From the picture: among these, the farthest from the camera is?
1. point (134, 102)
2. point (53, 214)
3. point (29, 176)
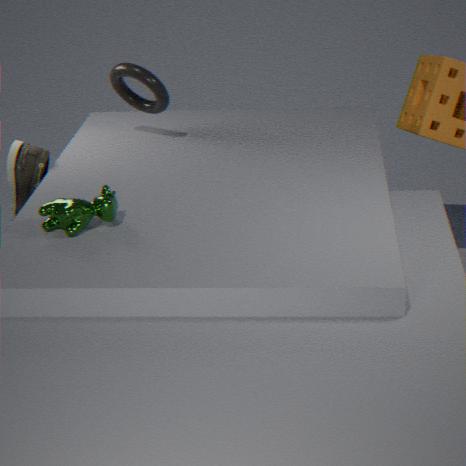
point (134, 102)
